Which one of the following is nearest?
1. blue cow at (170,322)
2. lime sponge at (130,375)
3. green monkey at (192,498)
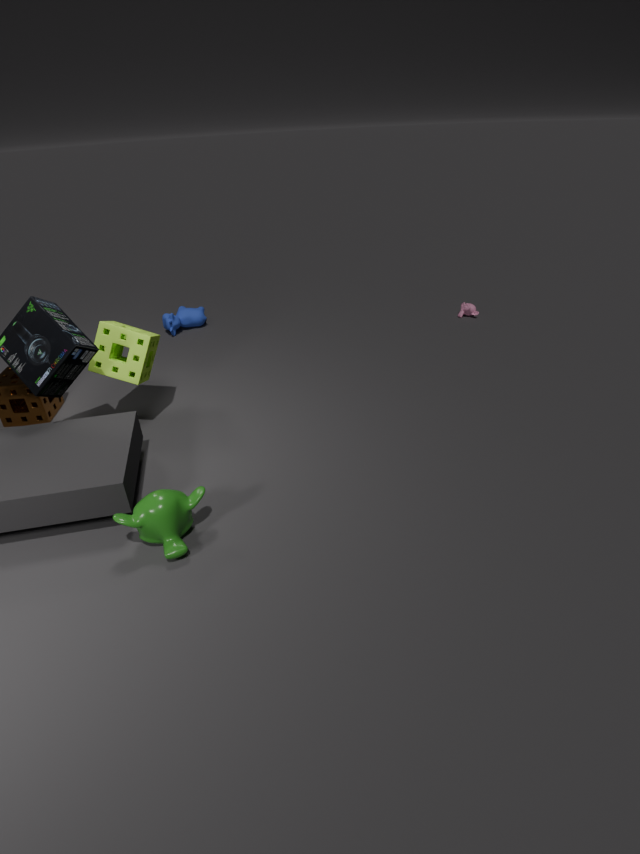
green monkey at (192,498)
